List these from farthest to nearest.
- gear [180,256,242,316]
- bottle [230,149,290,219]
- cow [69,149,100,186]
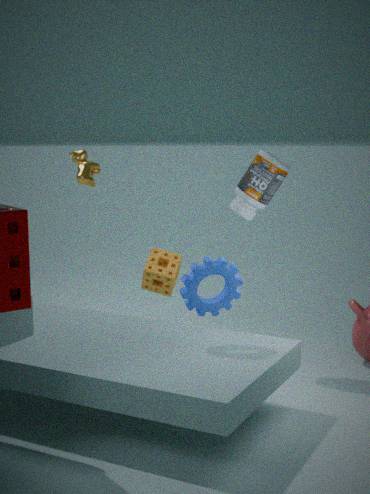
cow [69,149,100,186], bottle [230,149,290,219], gear [180,256,242,316]
